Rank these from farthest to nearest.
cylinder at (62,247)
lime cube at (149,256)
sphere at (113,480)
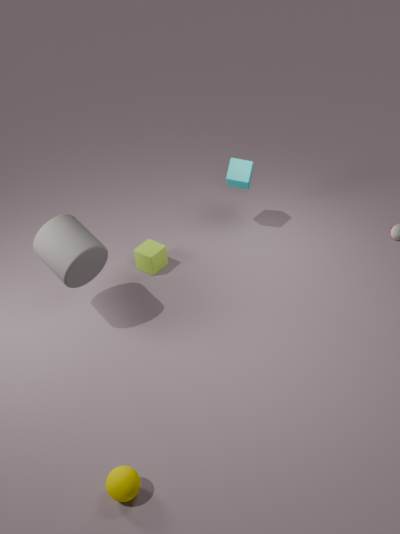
lime cube at (149,256), cylinder at (62,247), sphere at (113,480)
